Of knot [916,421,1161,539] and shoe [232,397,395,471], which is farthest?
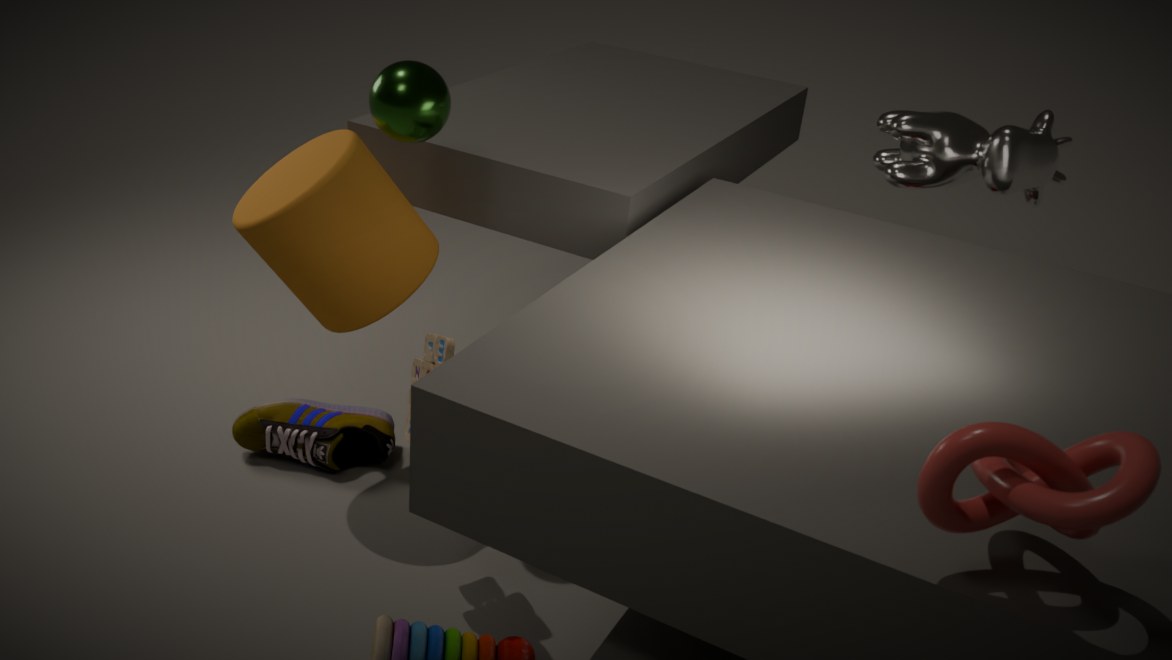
shoe [232,397,395,471]
